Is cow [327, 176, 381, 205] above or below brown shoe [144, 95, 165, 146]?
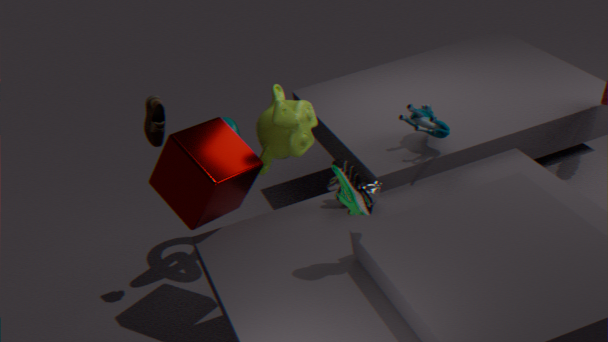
below
